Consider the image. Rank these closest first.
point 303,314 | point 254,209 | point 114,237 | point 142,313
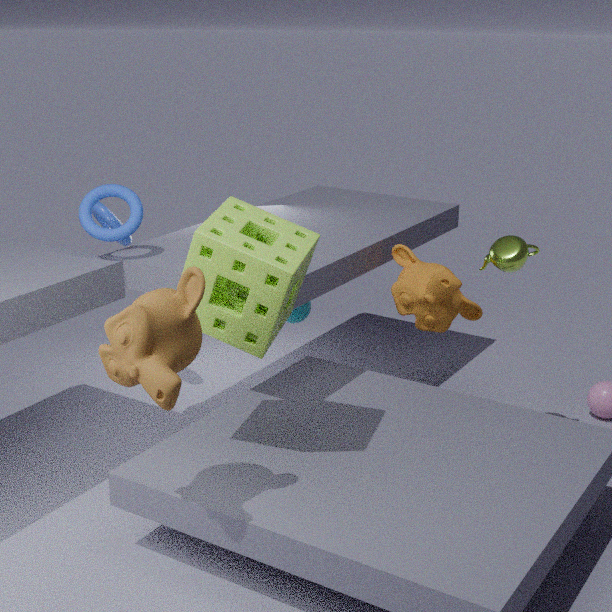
point 142,313 < point 254,209 < point 114,237 < point 303,314
